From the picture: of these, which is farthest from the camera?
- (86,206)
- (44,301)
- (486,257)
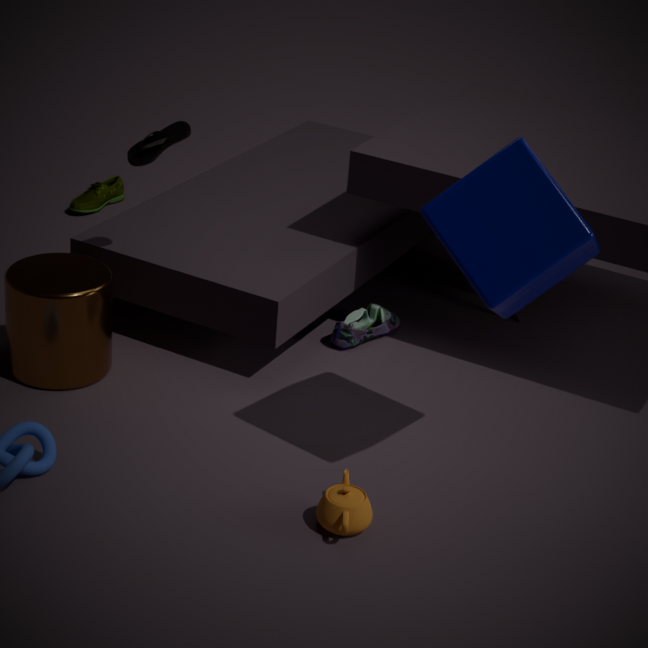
(86,206)
